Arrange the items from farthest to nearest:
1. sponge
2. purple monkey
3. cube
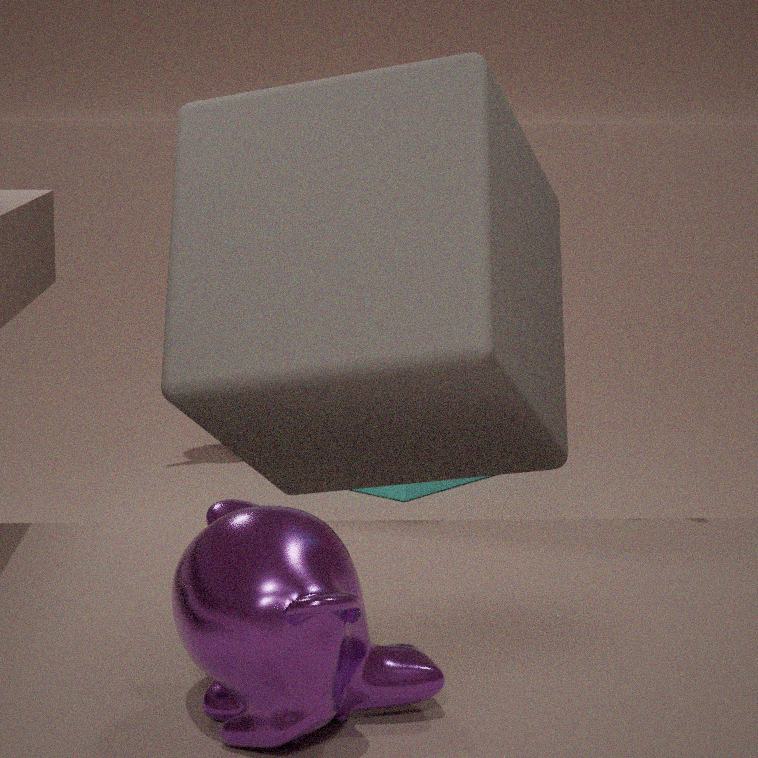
sponge
cube
purple monkey
